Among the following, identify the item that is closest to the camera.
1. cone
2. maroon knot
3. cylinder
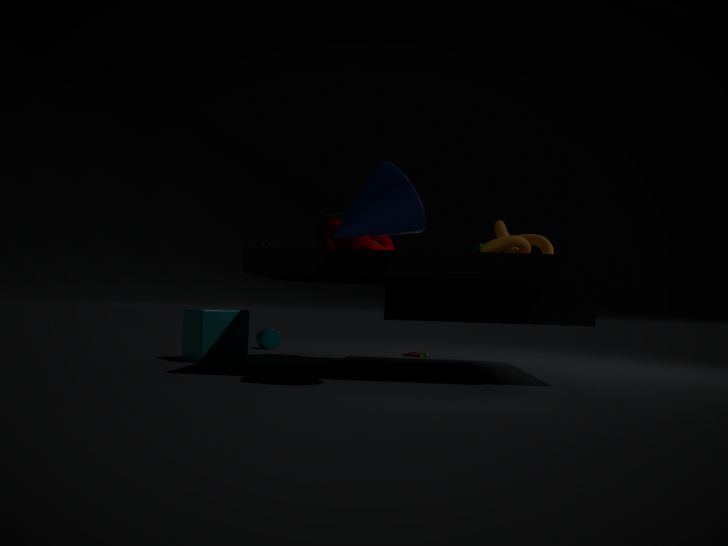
cone
